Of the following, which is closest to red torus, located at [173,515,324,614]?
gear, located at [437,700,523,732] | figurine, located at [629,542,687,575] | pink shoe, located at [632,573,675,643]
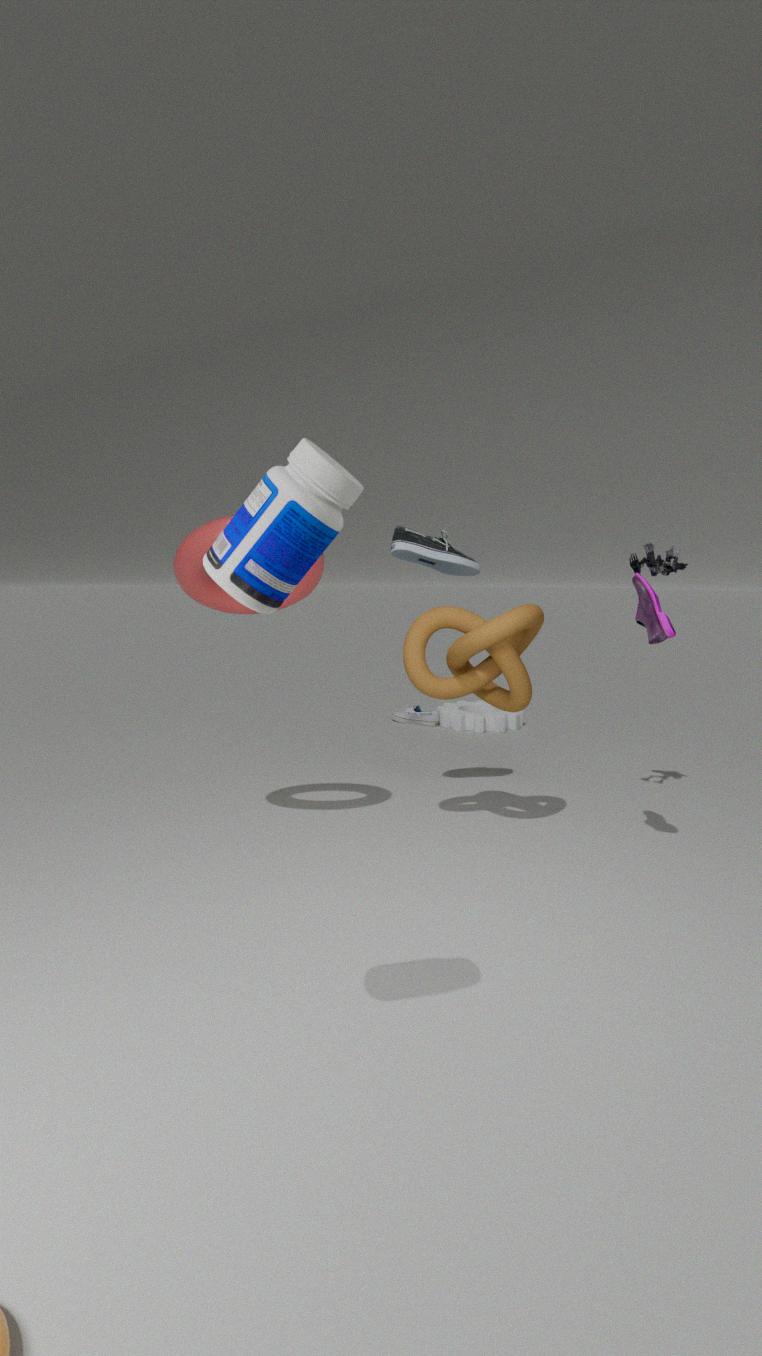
pink shoe, located at [632,573,675,643]
